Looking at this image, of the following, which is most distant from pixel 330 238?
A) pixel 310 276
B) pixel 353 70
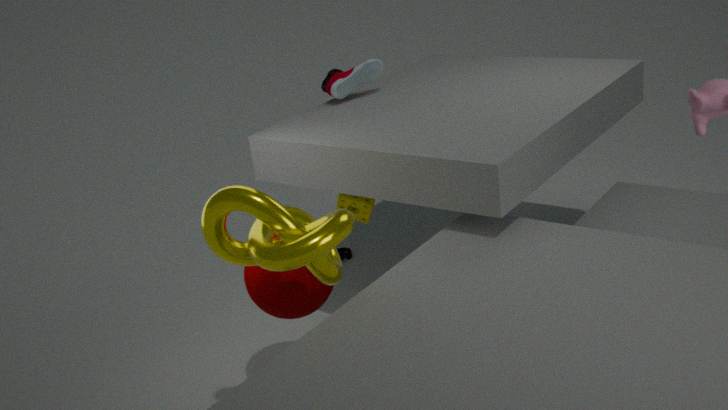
pixel 353 70
